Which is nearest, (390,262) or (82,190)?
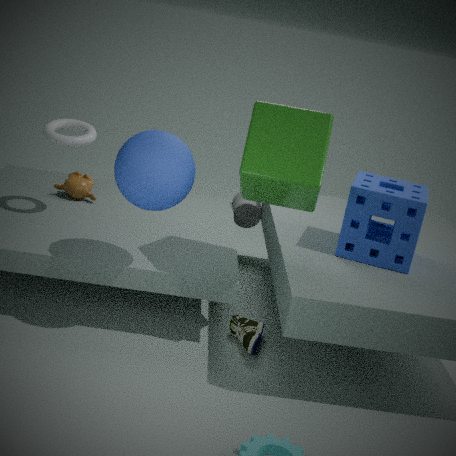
(390,262)
